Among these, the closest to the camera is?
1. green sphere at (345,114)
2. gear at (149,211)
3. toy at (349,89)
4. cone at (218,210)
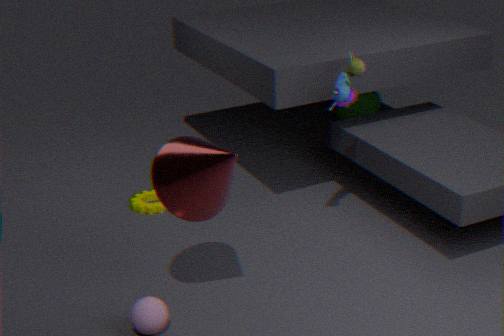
cone at (218,210)
